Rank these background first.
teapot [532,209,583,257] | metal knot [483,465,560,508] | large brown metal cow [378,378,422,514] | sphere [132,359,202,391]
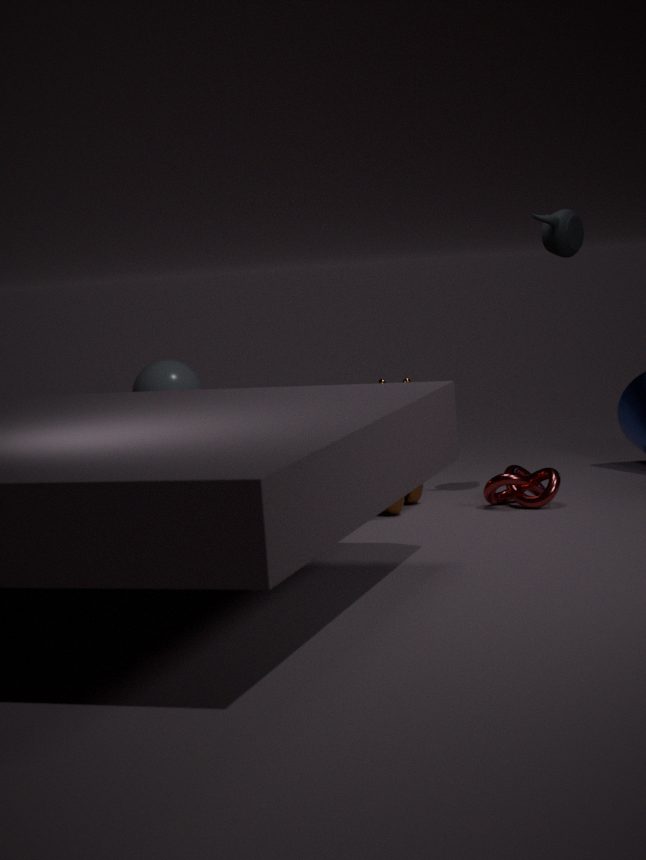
sphere [132,359,202,391] < large brown metal cow [378,378,422,514] < teapot [532,209,583,257] < metal knot [483,465,560,508]
